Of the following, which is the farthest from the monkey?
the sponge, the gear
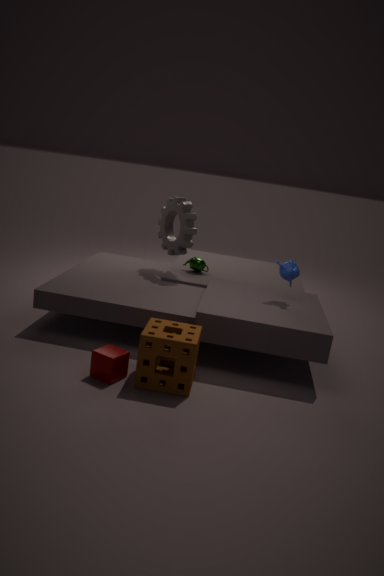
the sponge
